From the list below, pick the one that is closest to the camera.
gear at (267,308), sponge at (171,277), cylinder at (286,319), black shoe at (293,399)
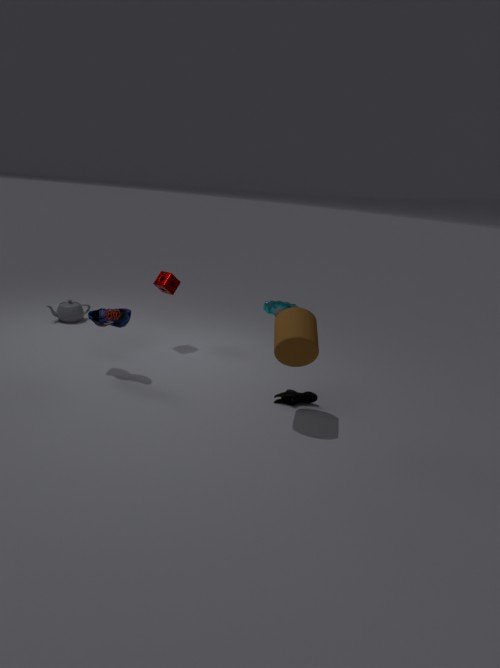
cylinder at (286,319)
